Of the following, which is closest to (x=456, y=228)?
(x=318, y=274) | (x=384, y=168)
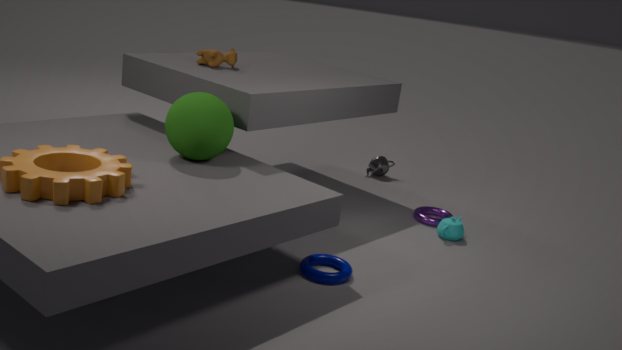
(x=318, y=274)
